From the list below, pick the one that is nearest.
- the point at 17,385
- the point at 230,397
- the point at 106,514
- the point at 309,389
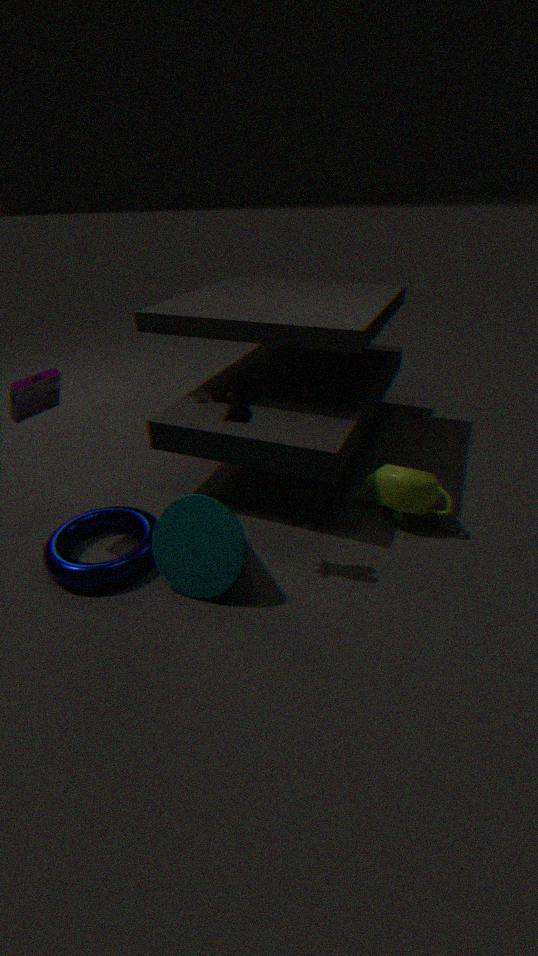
the point at 17,385
